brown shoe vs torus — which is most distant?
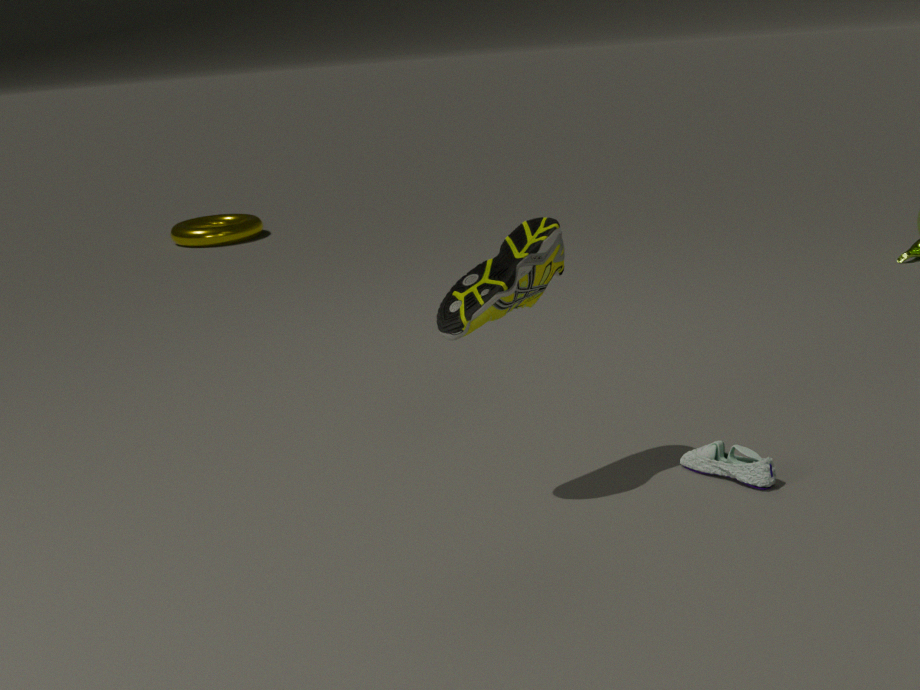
torus
